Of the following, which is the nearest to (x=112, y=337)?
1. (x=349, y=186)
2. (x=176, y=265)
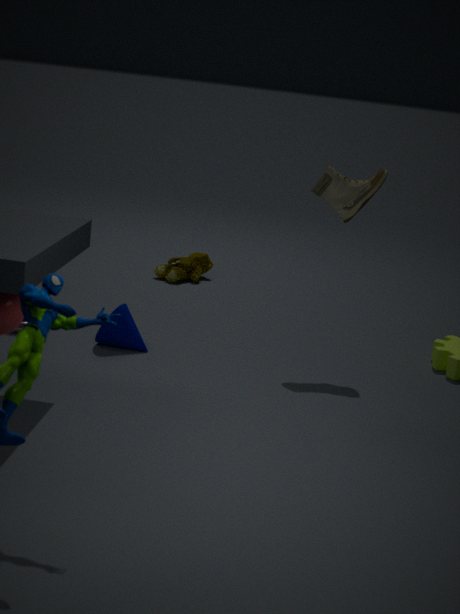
(x=349, y=186)
